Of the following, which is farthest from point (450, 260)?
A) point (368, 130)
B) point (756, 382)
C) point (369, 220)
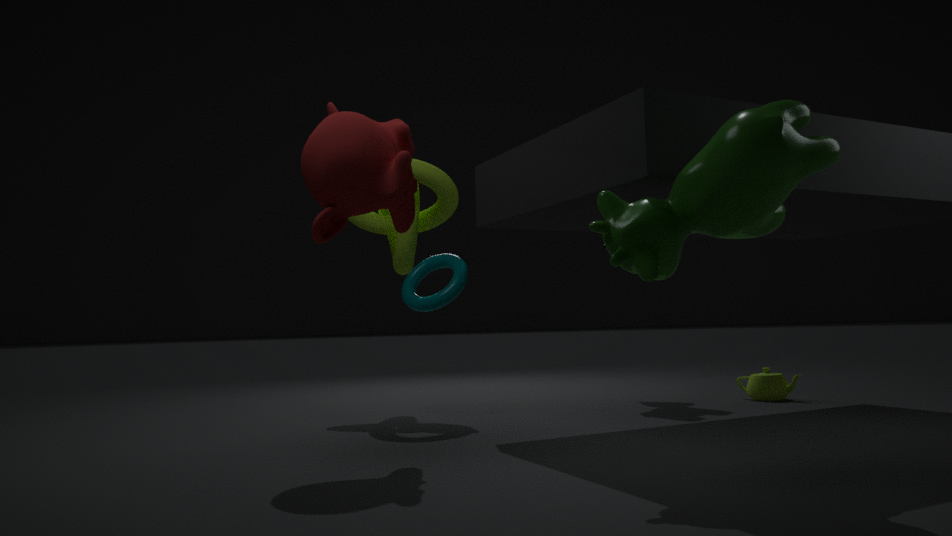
point (756, 382)
